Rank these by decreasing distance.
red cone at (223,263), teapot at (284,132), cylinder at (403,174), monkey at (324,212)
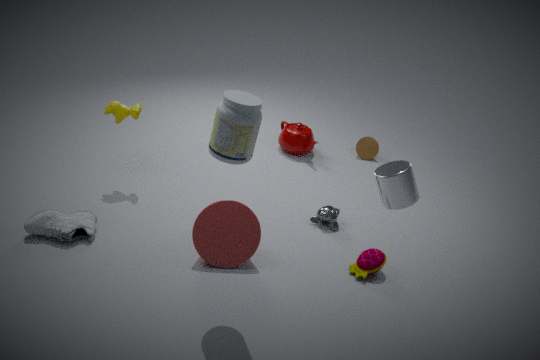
teapot at (284,132) → monkey at (324,212) → red cone at (223,263) → cylinder at (403,174)
